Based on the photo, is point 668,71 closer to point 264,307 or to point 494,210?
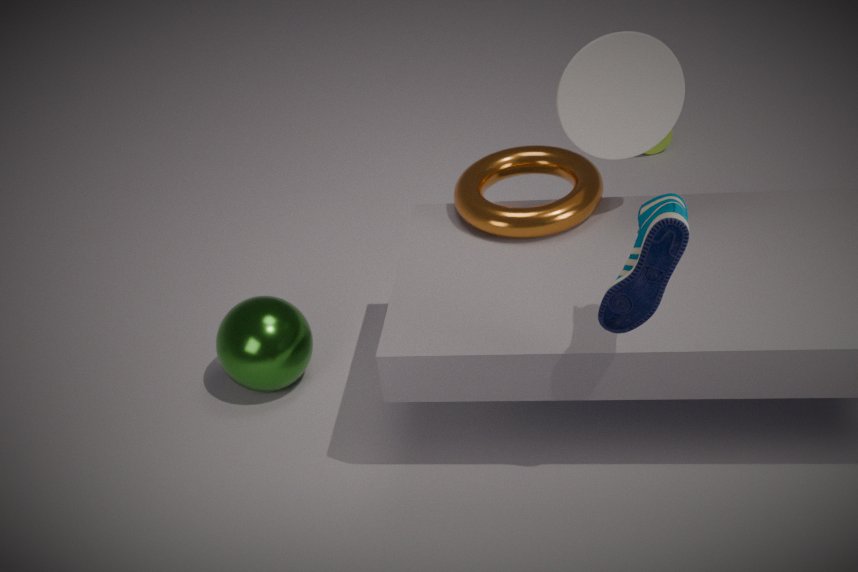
point 494,210
